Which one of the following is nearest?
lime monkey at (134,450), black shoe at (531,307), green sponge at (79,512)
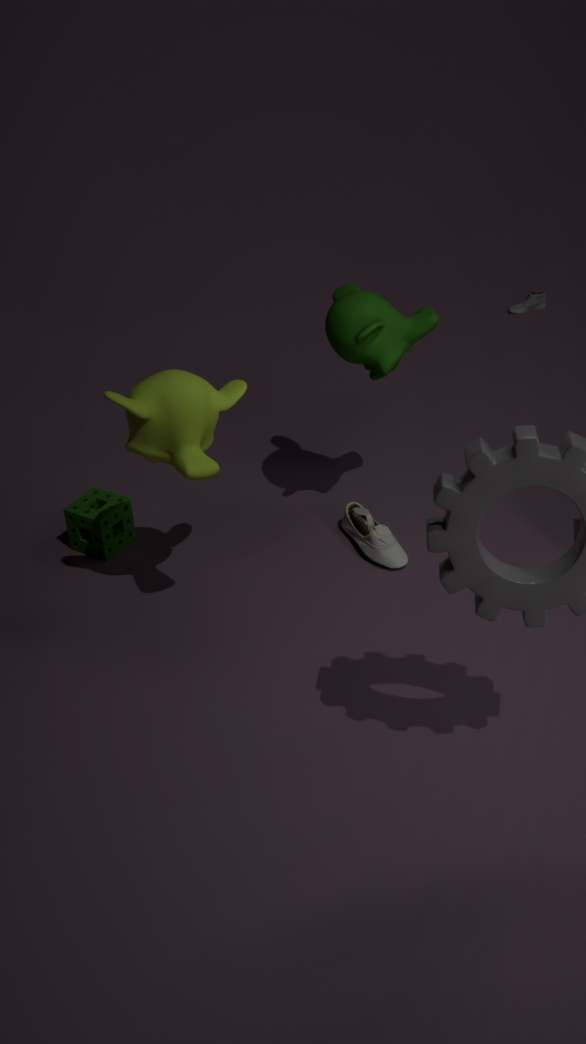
lime monkey at (134,450)
